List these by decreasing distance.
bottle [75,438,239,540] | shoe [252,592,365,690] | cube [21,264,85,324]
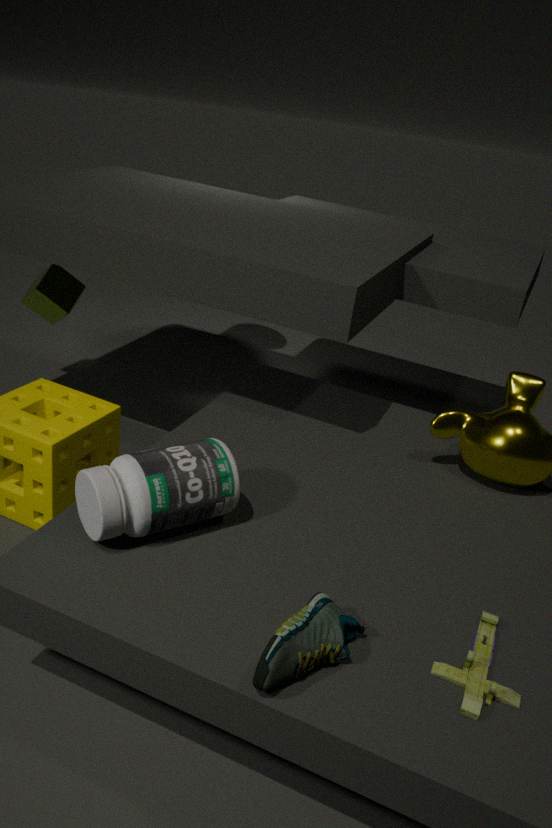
cube [21,264,85,324], bottle [75,438,239,540], shoe [252,592,365,690]
